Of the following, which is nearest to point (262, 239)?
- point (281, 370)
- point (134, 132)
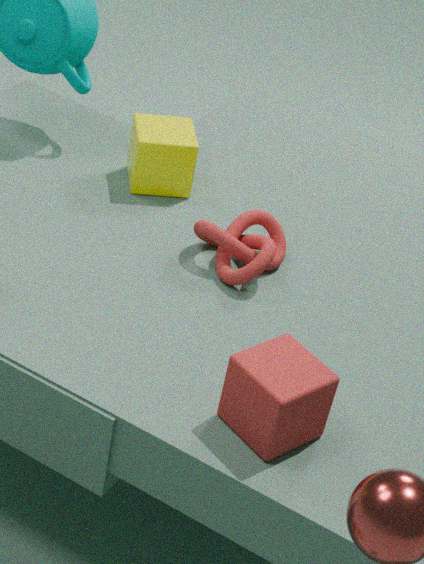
point (134, 132)
